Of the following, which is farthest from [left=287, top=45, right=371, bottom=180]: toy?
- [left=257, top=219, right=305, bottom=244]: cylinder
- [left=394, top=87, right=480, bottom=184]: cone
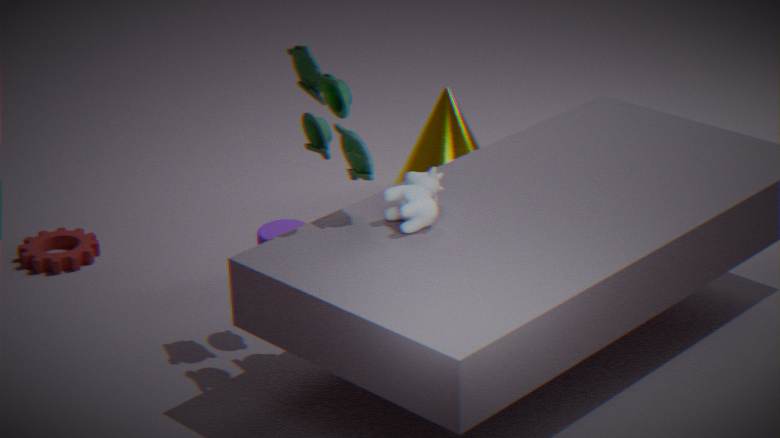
A: [left=394, top=87, right=480, bottom=184]: cone
